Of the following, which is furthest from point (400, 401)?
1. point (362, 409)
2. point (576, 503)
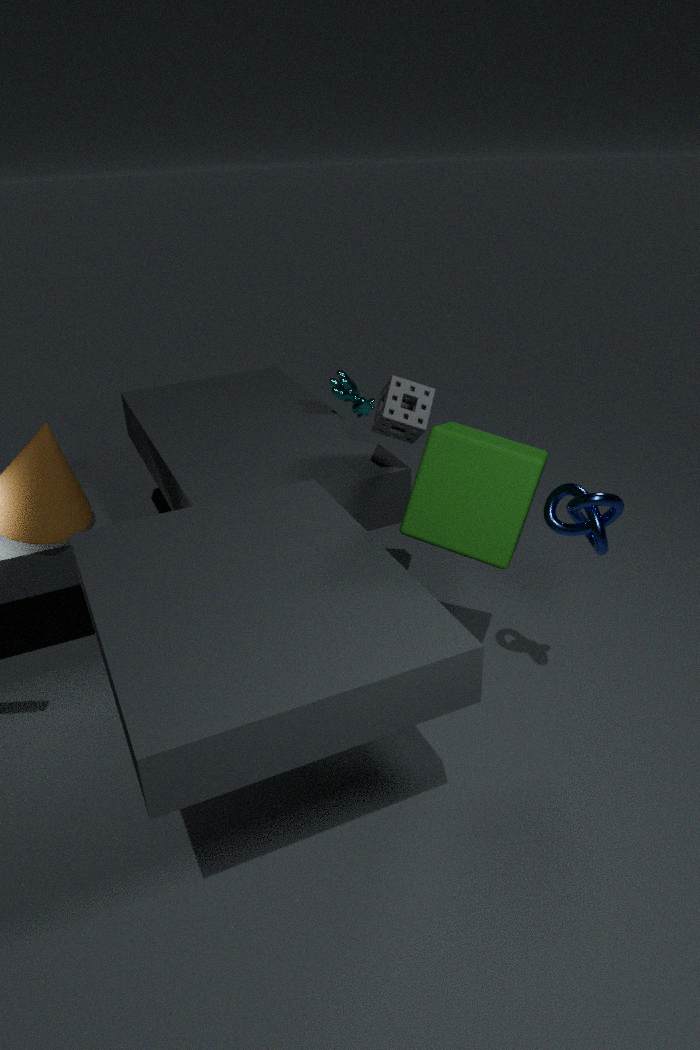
point (576, 503)
